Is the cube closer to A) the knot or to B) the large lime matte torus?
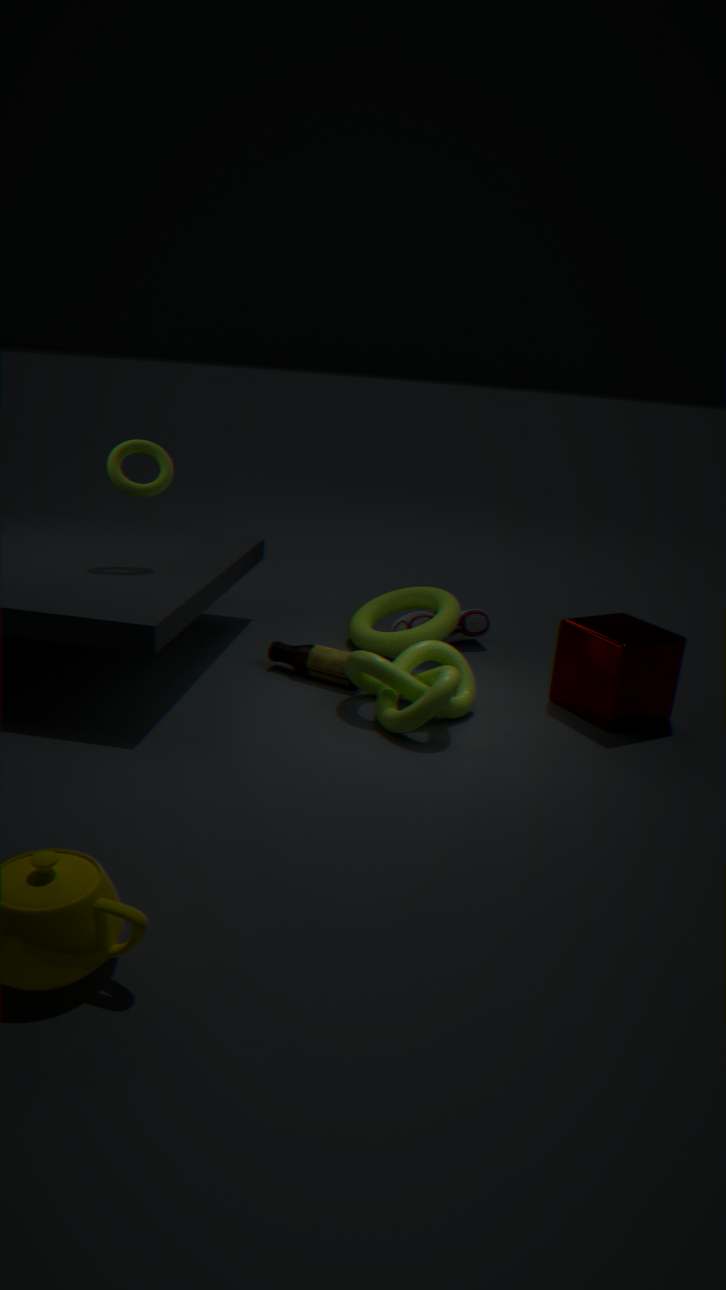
A) the knot
